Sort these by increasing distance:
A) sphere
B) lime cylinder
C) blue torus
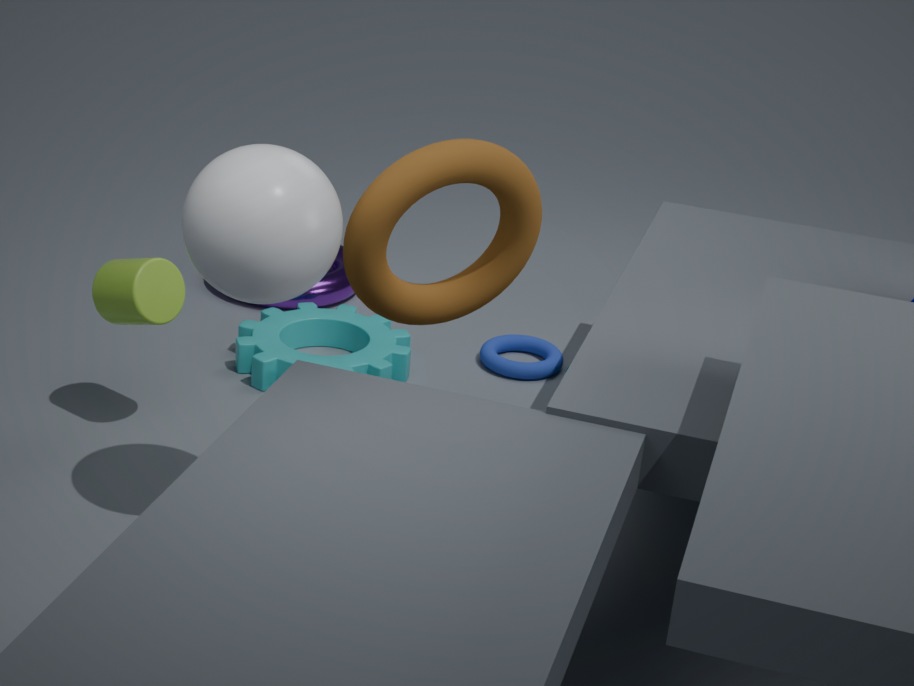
A. sphere, B. lime cylinder, C. blue torus
